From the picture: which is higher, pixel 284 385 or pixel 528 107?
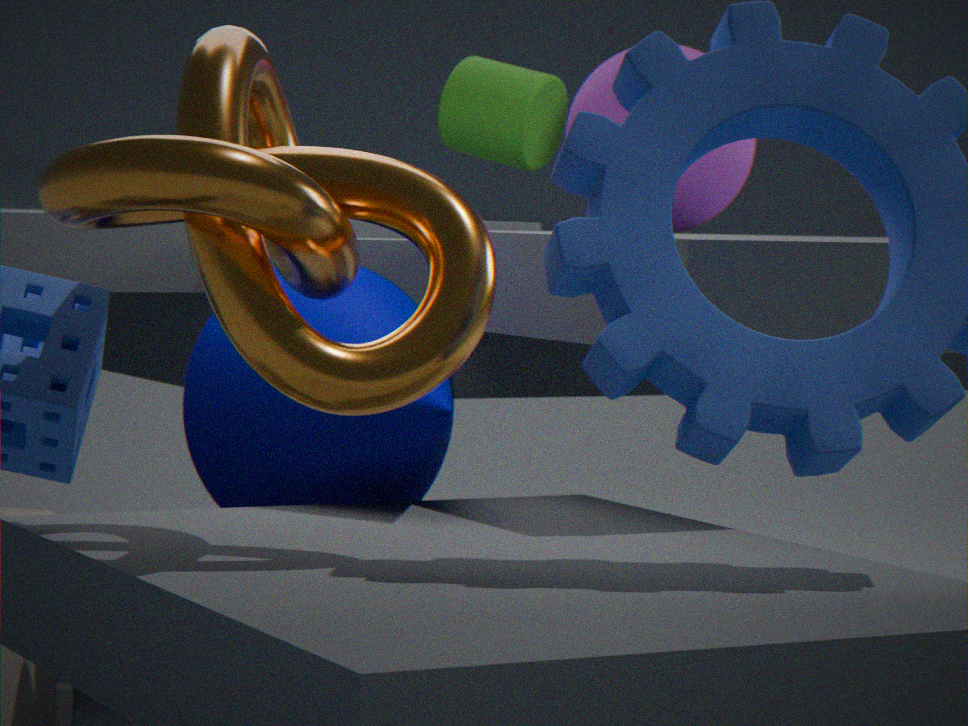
pixel 528 107
